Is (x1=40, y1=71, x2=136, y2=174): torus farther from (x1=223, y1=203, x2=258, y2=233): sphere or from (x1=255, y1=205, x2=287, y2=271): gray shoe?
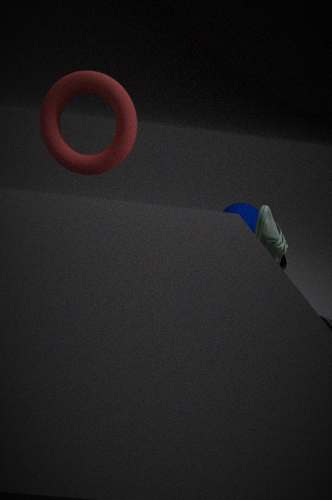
(x1=223, y1=203, x2=258, y2=233): sphere
